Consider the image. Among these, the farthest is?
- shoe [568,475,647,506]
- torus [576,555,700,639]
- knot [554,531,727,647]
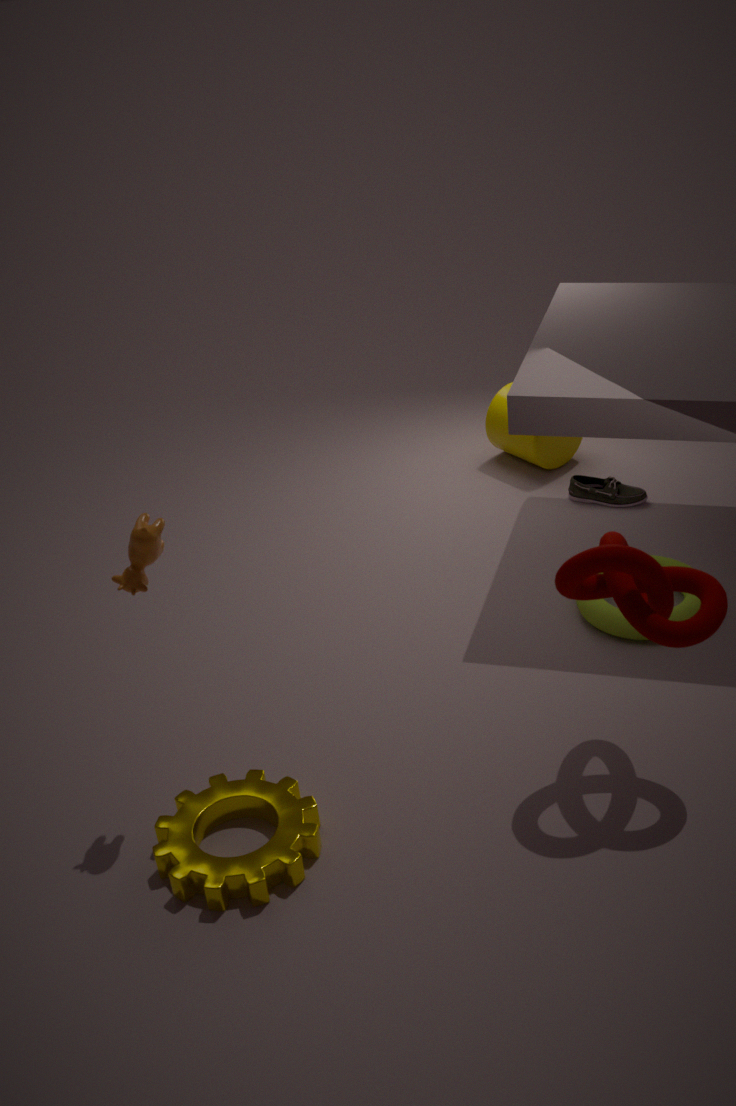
shoe [568,475,647,506]
